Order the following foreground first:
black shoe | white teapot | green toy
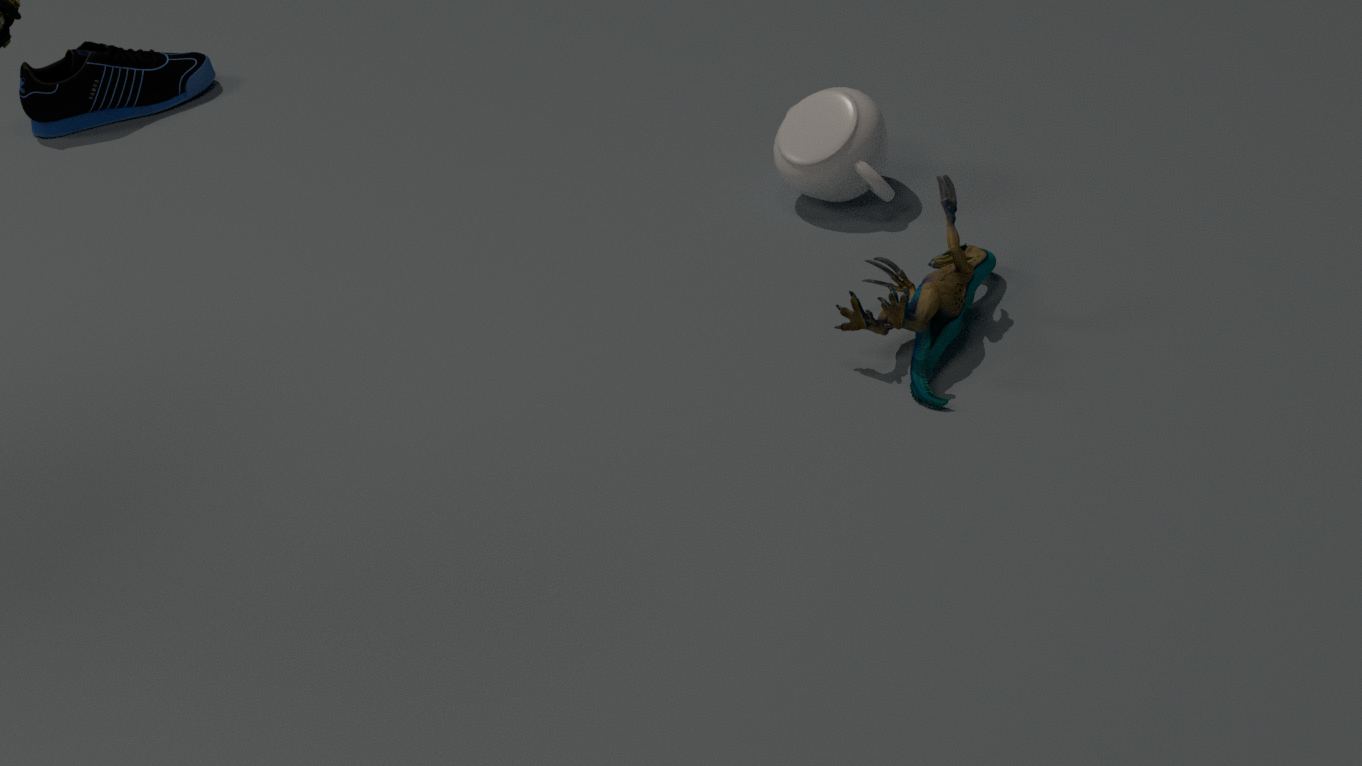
green toy < white teapot < black shoe
